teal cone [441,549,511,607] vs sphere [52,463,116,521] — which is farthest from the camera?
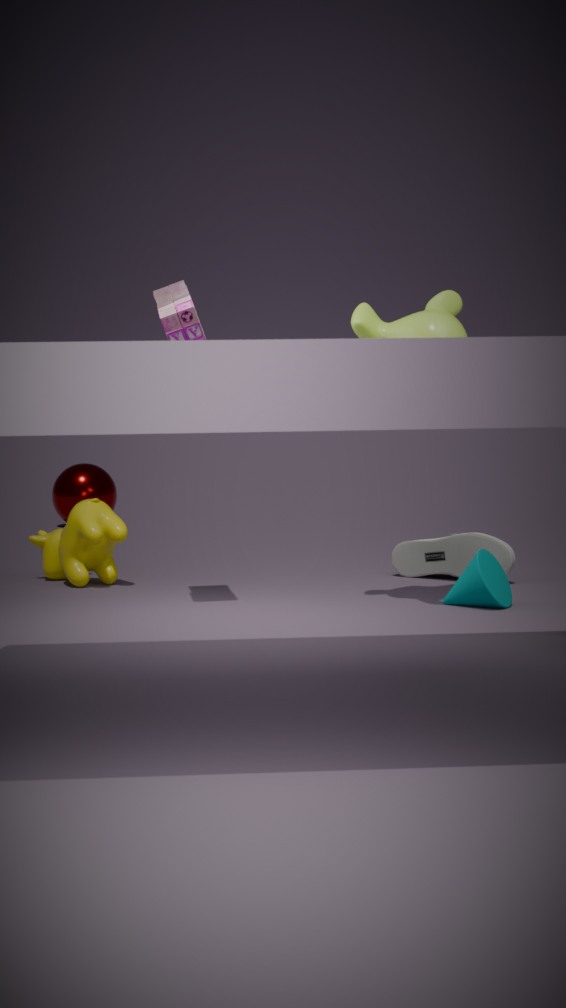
sphere [52,463,116,521]
